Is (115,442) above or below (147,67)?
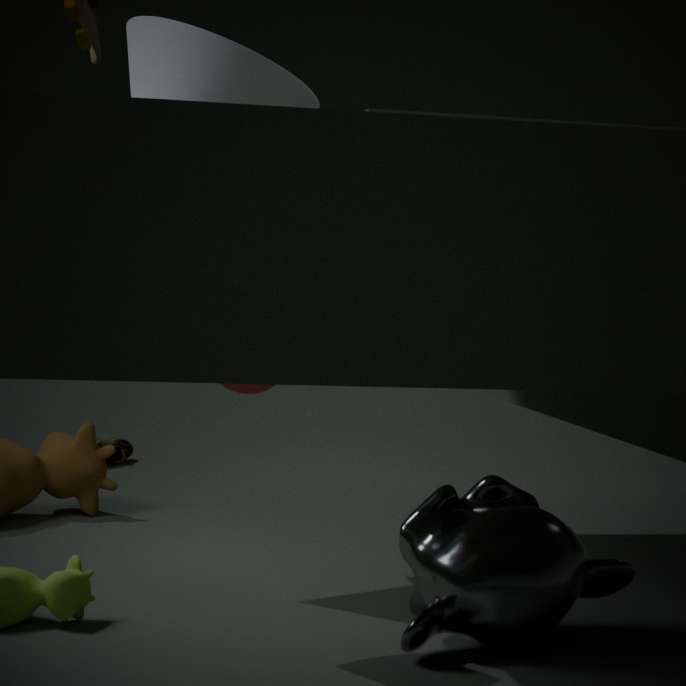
below
